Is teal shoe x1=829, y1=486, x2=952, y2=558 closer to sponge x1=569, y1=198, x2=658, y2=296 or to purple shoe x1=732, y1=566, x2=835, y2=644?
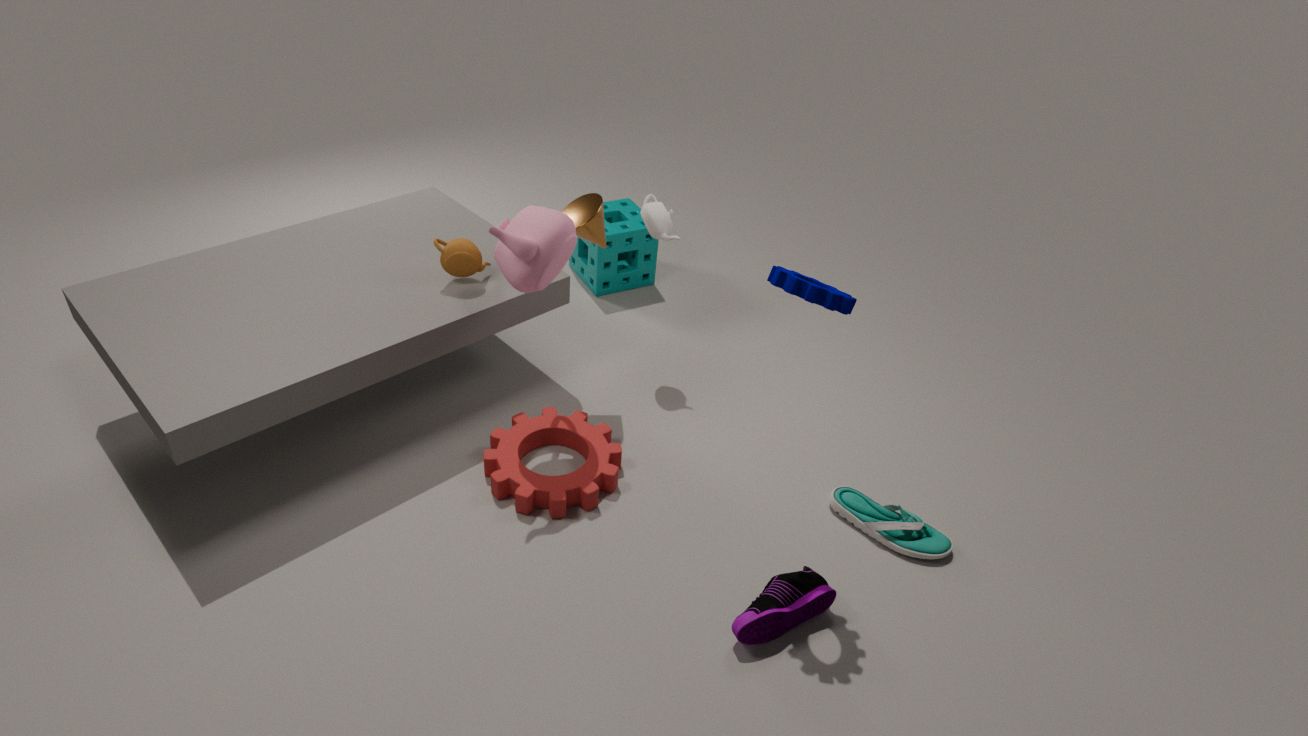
purple shoe x1=732, y1=566, x2=835, y2=644
